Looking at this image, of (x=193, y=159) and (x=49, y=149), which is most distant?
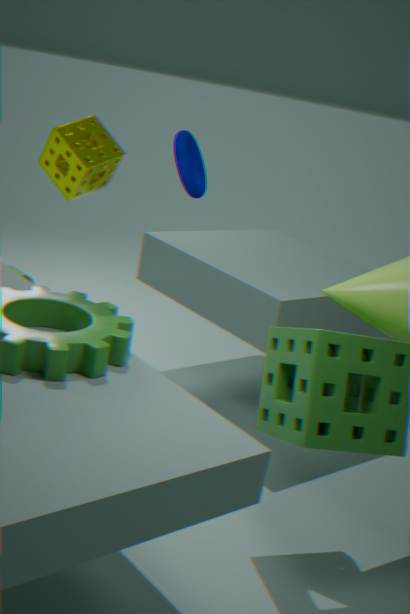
(x=193, y=159)
